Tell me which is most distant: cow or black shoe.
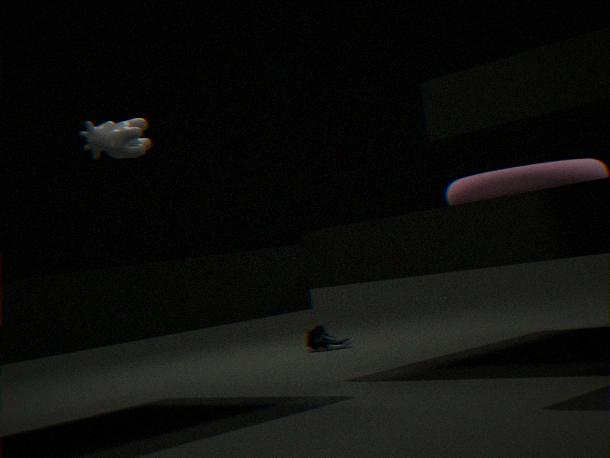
black shoe
